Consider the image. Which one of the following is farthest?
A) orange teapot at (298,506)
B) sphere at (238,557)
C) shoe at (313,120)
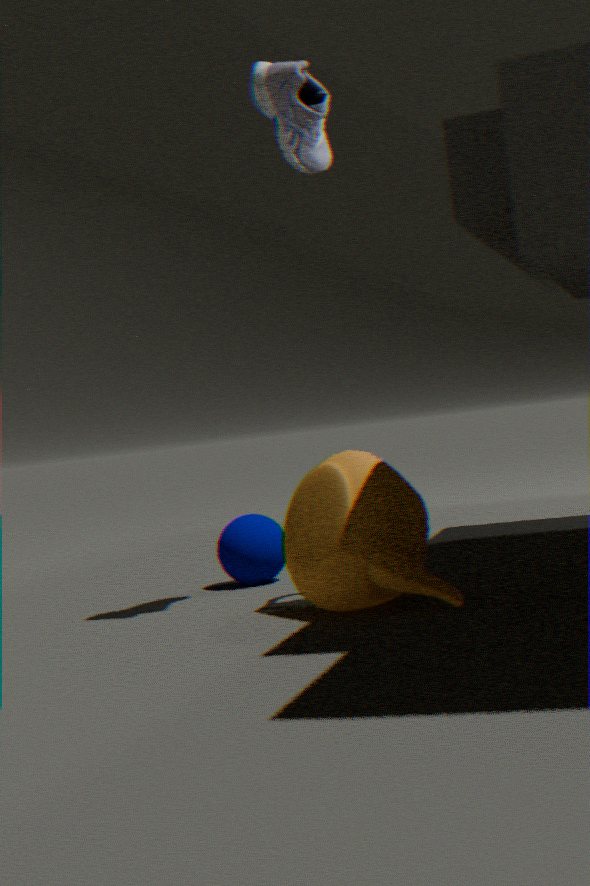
sphere at (238,557)
